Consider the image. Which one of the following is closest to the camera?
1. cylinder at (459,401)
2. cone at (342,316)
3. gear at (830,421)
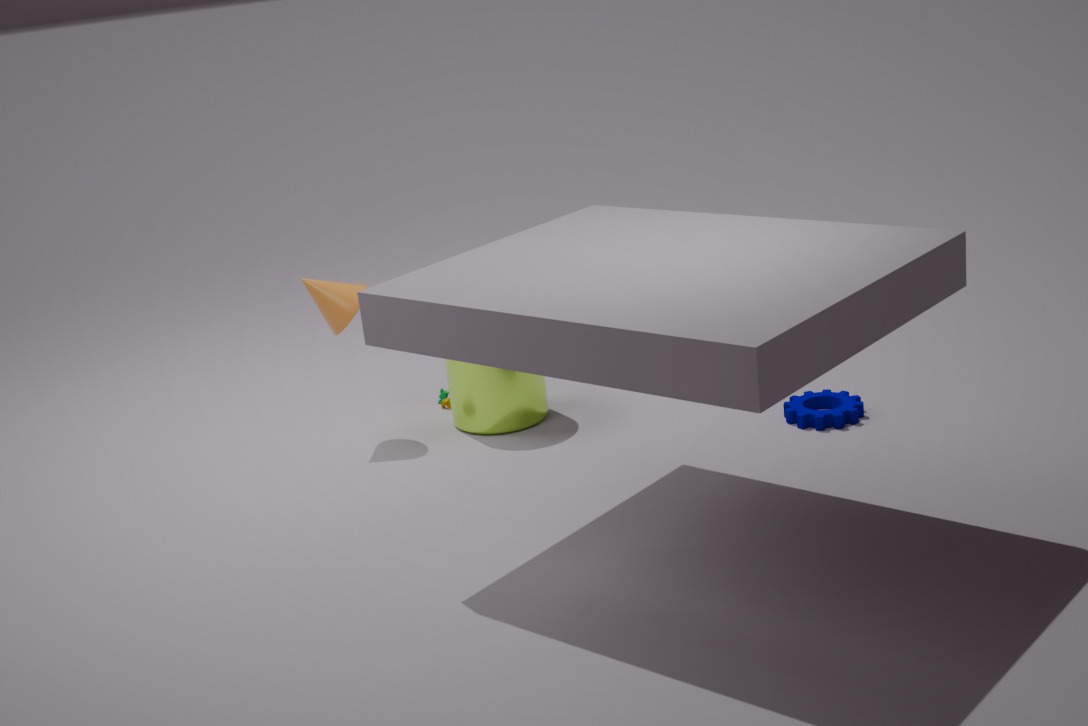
gear at (830,421)
